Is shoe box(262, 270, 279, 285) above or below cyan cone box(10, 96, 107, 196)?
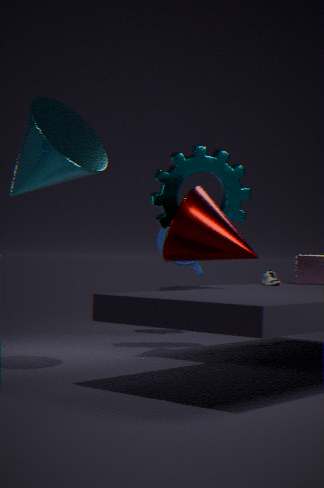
below
